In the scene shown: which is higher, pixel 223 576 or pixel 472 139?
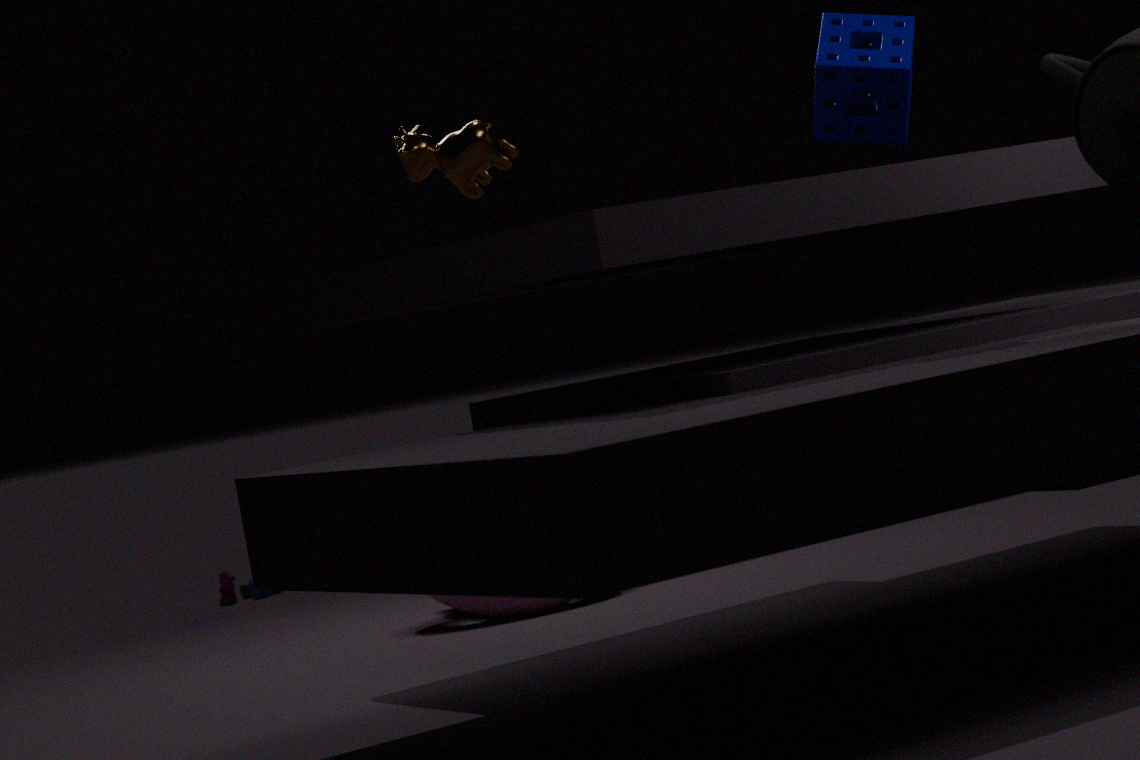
pixel 472 139
